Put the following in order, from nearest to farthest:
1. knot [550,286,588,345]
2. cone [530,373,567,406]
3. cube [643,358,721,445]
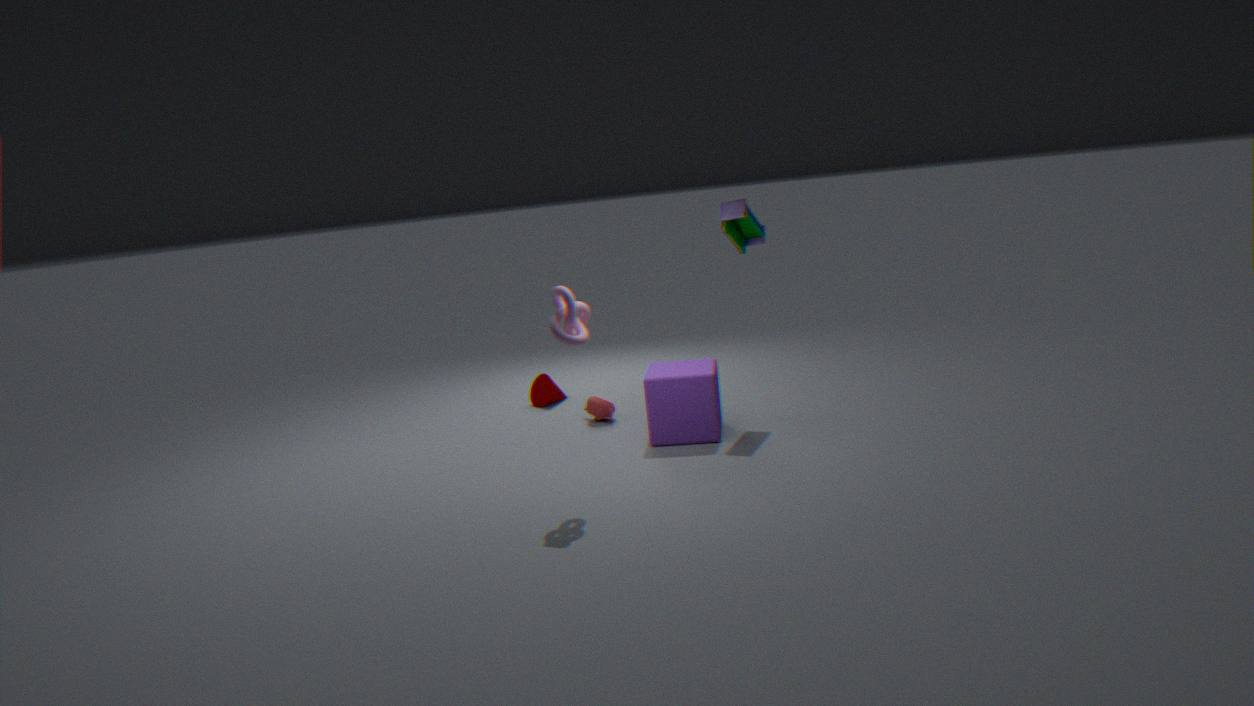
knot [550,286,588,345] < cube [643,358,721,445] < cone [530,373,567,406]
